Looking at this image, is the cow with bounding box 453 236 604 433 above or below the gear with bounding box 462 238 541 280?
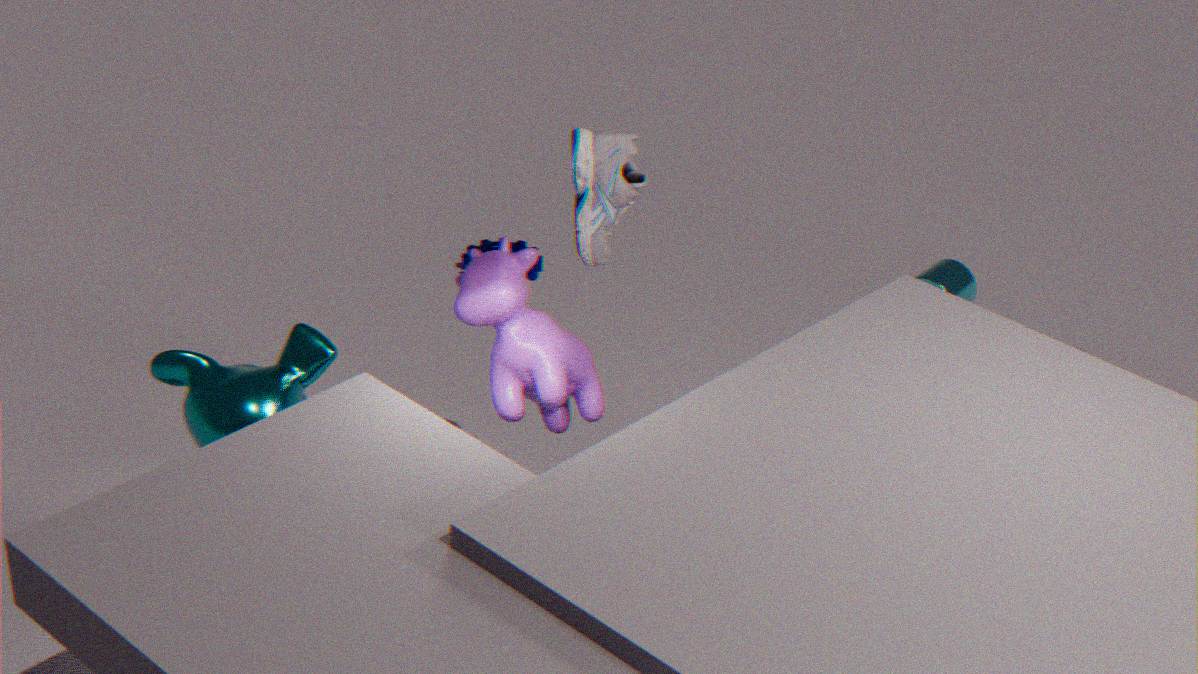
above
